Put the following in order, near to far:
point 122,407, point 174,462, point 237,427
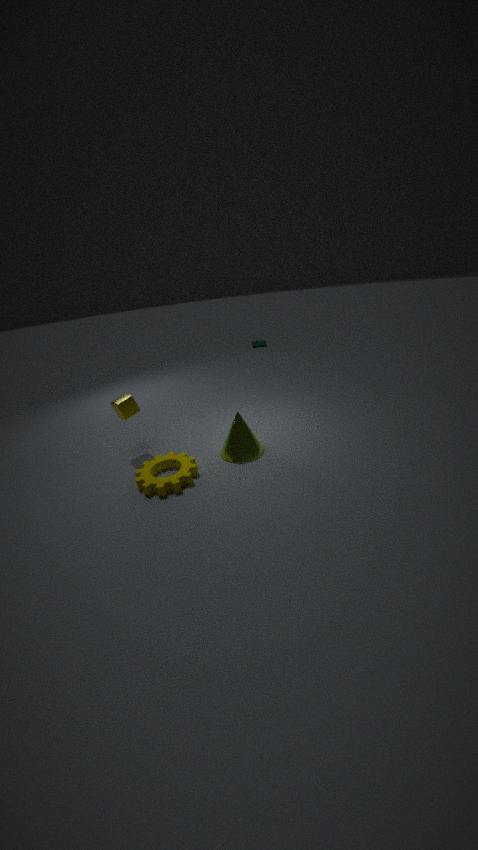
point 237,427 → point 174,462 → point 122,407
